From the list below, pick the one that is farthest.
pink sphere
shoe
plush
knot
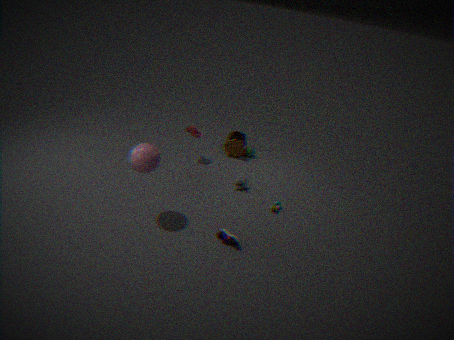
knot
